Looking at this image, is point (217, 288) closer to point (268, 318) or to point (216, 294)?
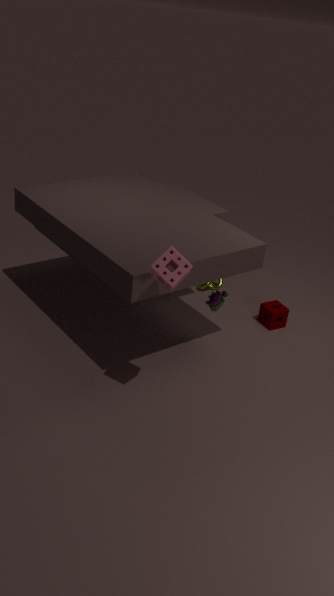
point (268, 318)
